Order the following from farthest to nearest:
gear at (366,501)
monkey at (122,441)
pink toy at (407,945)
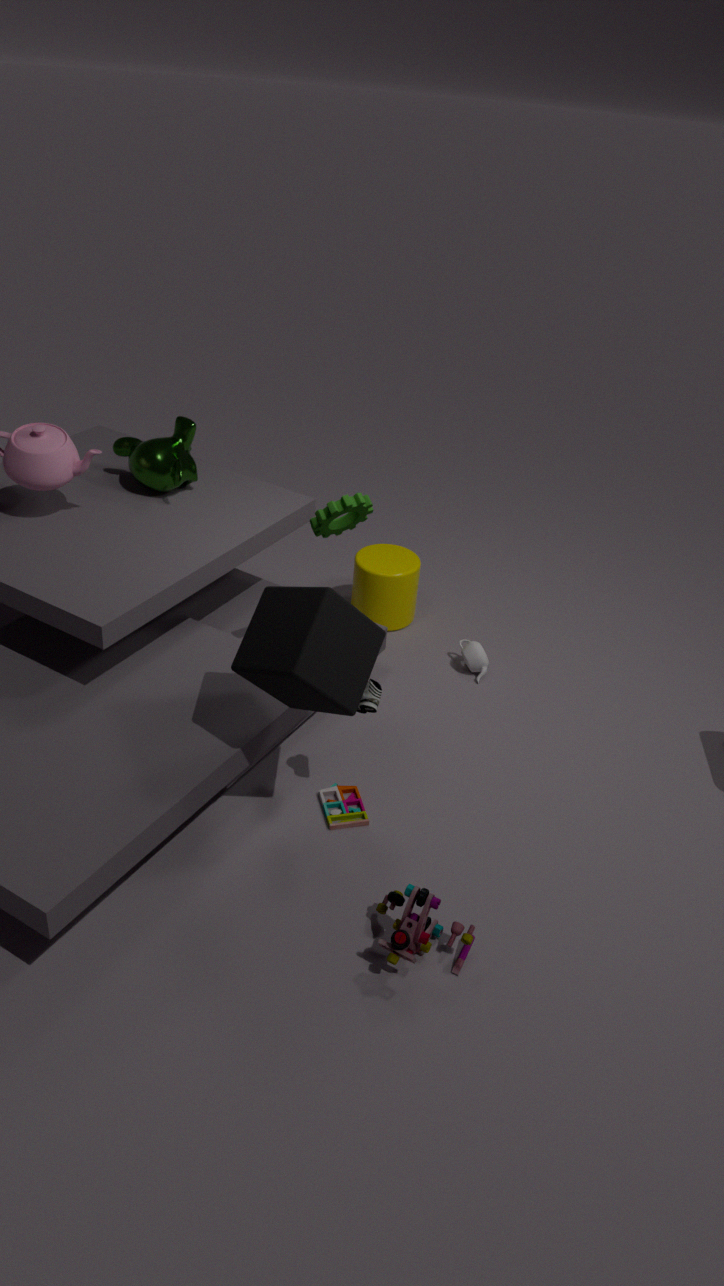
monkey at (122,441) → gear at (366,501) → pink toy at (407,945)
